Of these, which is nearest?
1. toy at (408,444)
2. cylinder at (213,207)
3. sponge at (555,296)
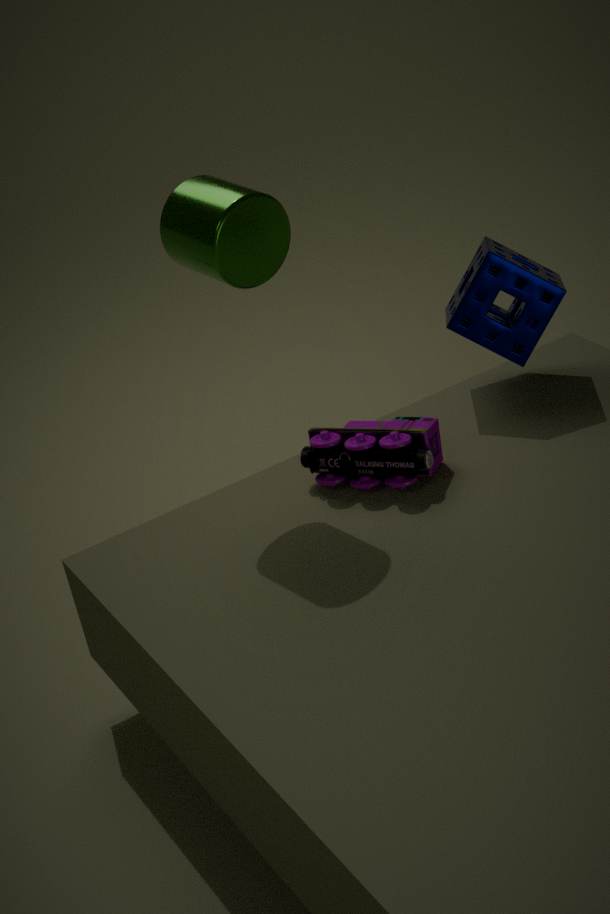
cylinder at (213,207)
